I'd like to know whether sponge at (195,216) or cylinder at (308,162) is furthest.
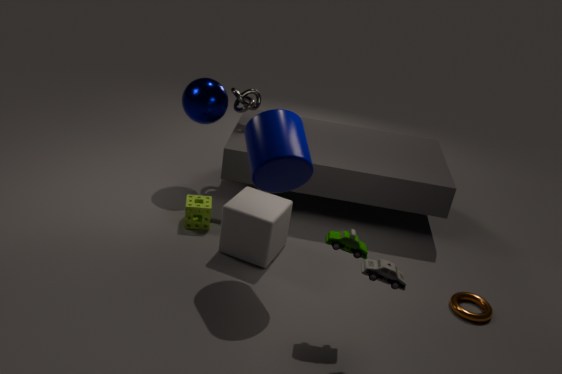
sponge at (195,216)
